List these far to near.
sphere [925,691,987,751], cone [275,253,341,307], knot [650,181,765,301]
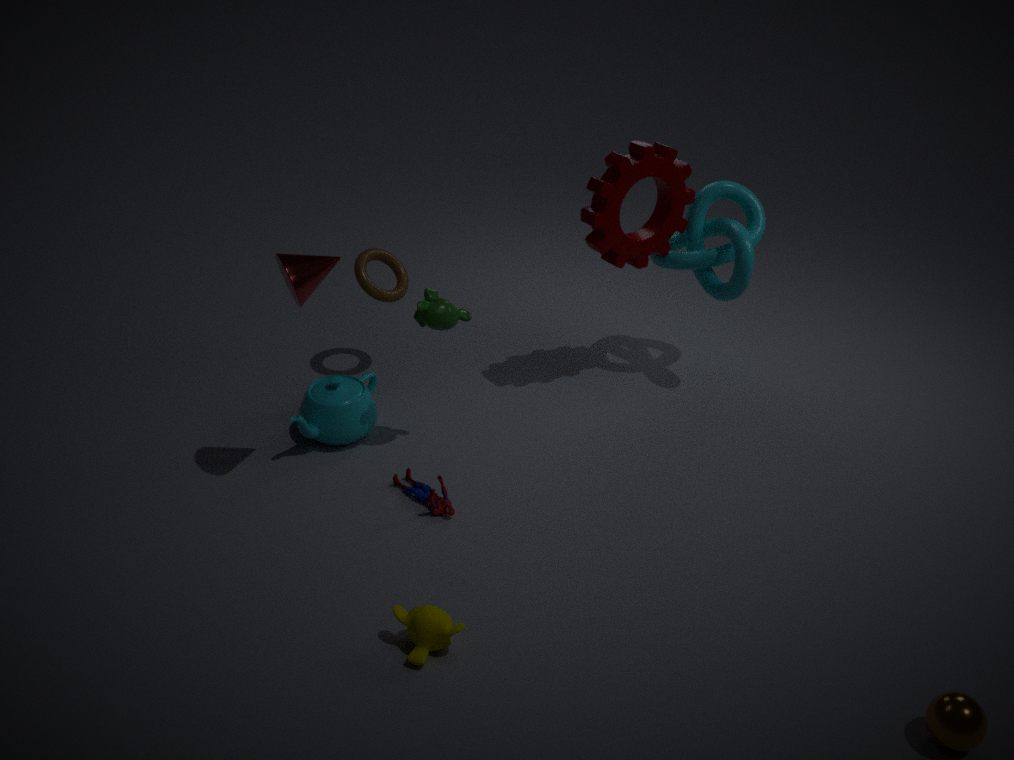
knot [650,181,765,301]
cone [275,253,341,307]
sphere [925,691,987,751]
